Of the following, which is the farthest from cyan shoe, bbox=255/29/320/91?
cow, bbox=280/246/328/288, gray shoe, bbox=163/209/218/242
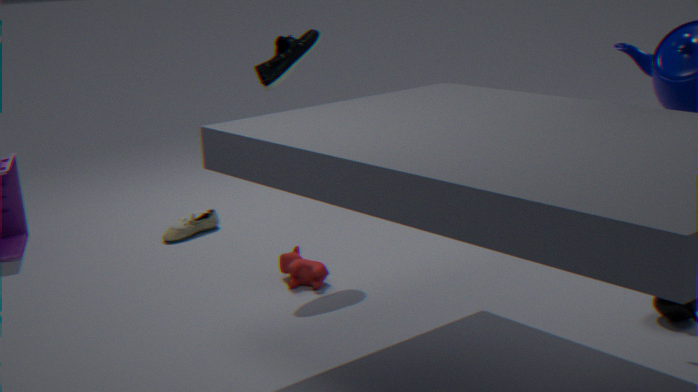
gray shoe, bbox=163/209/218/242
